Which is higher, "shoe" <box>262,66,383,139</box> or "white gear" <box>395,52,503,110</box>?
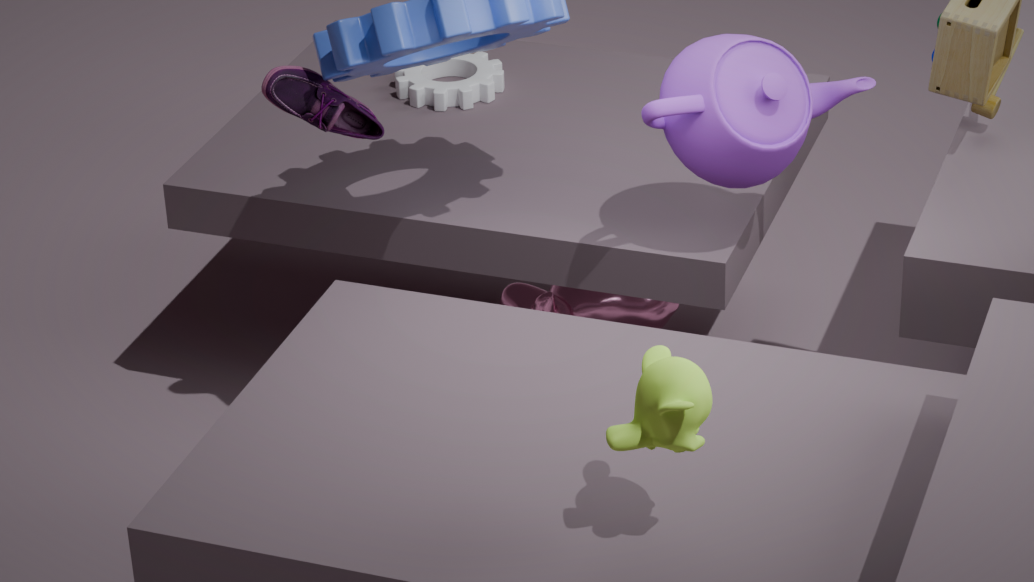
"shoe" <box>262,66,383,139</box>
